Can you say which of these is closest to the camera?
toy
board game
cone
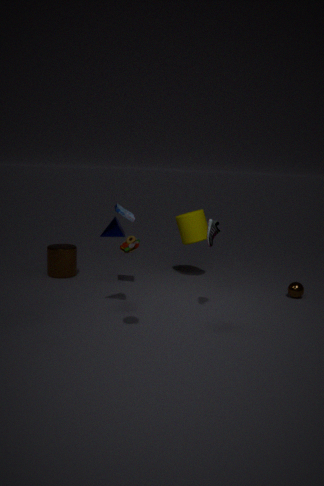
toy
